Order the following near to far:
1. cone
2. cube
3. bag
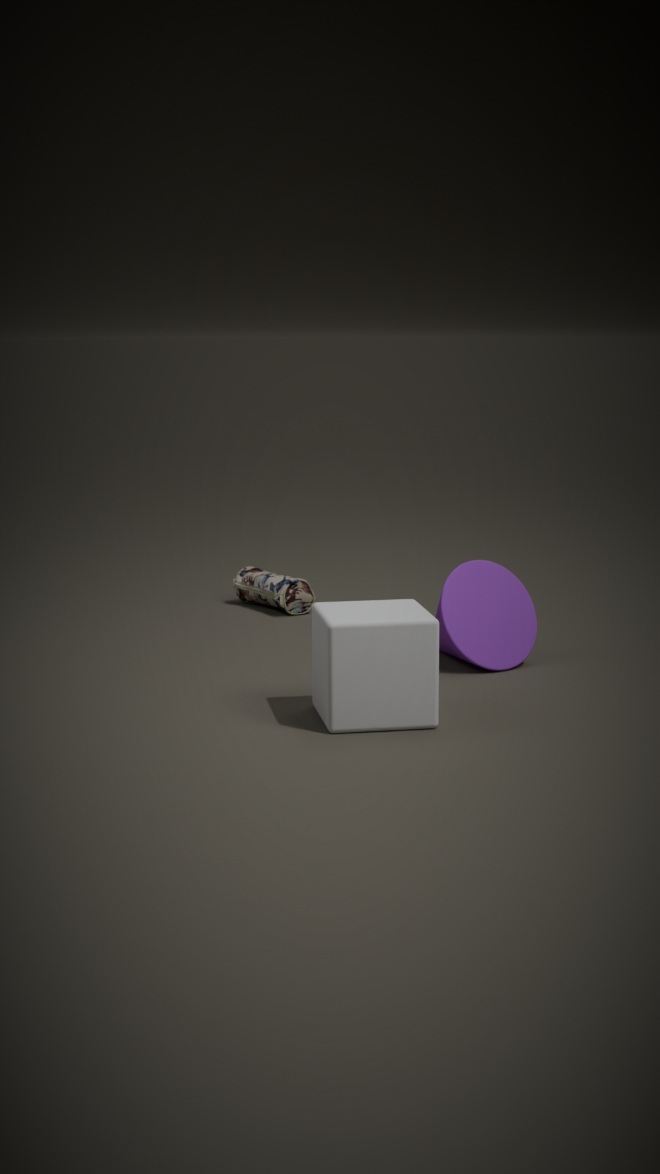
cube → cone → bag
